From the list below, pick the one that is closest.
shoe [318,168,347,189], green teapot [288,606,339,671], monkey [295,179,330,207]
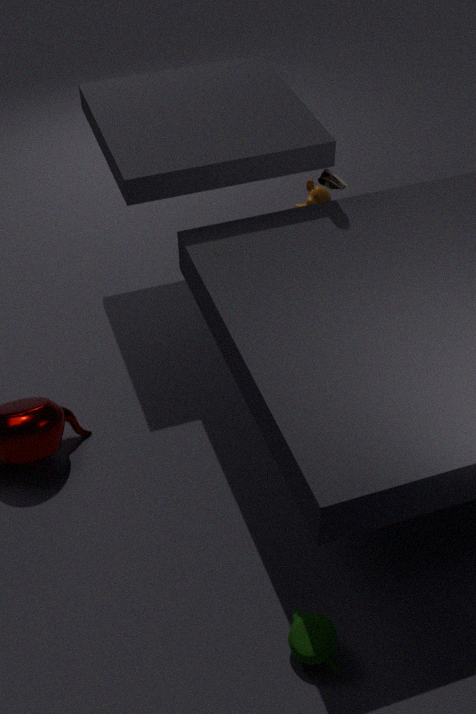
green teapot [288,606,339,671]
